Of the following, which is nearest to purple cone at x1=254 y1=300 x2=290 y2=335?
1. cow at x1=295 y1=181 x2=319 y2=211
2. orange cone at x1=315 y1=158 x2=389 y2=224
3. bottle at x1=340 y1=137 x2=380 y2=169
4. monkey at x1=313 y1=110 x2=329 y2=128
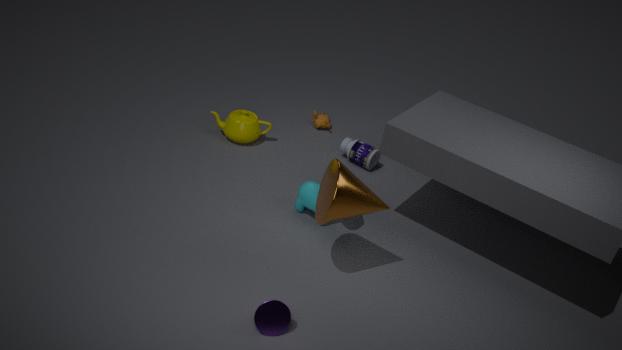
orange cone at x1=315 y1=158 x2=389 y2=224
